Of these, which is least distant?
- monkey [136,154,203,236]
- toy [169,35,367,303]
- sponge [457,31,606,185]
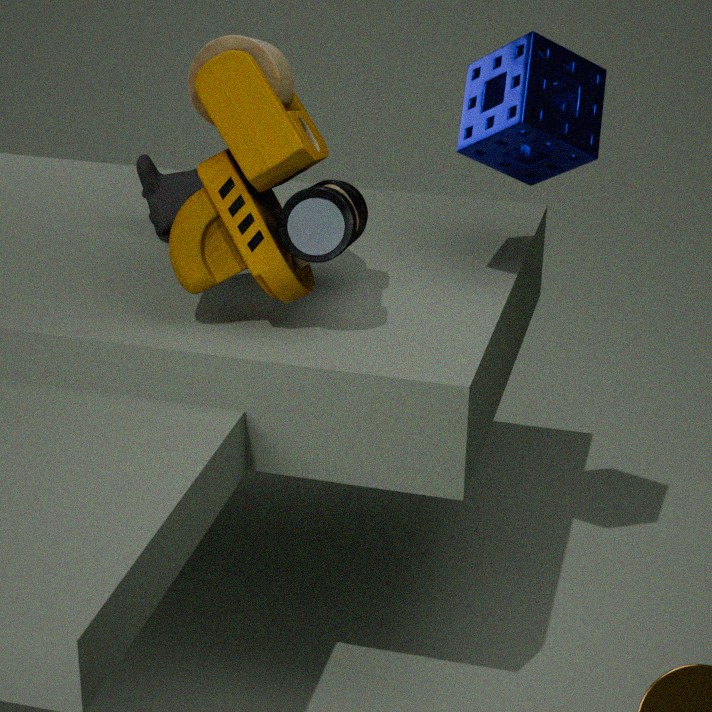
toy [169,35,367,303]
